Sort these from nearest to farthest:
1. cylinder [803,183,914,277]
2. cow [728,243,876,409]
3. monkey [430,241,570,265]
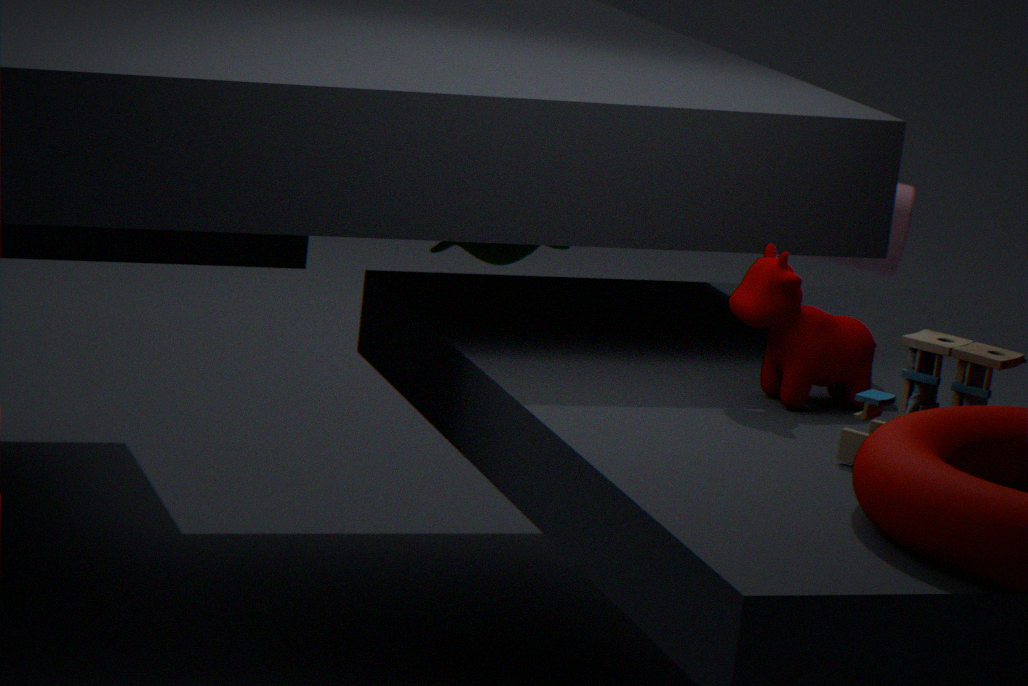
cow [728,243,876,409], monkey [430,241,570,265], cylinder [803,183,914,277]
